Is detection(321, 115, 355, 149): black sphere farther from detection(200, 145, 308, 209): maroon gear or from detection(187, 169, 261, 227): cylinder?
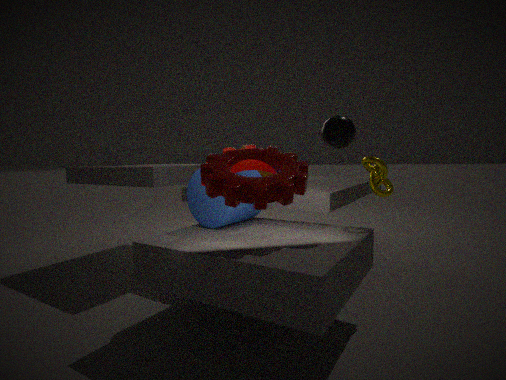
detection(187, 169, 261, 227): cylinder
